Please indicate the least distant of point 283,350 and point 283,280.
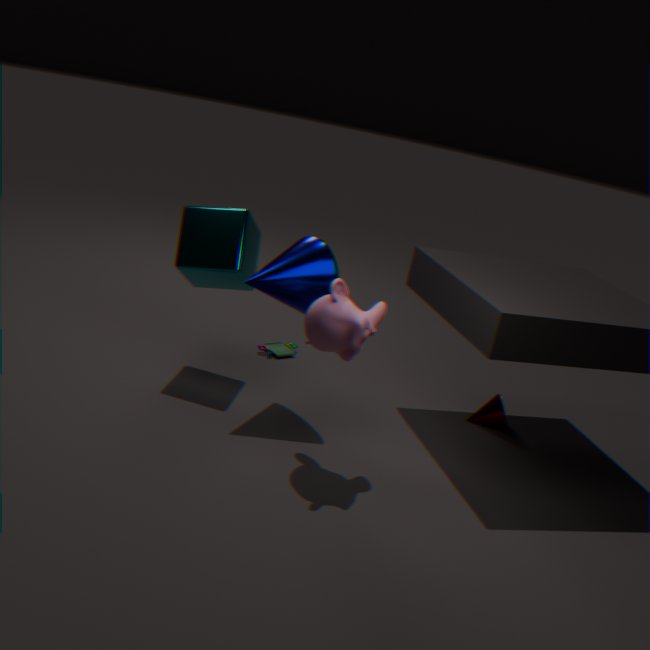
point 283,280
